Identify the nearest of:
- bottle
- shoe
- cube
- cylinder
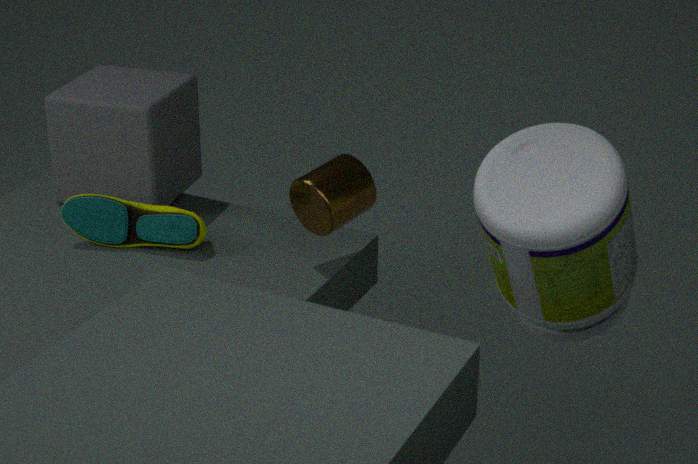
bottle
